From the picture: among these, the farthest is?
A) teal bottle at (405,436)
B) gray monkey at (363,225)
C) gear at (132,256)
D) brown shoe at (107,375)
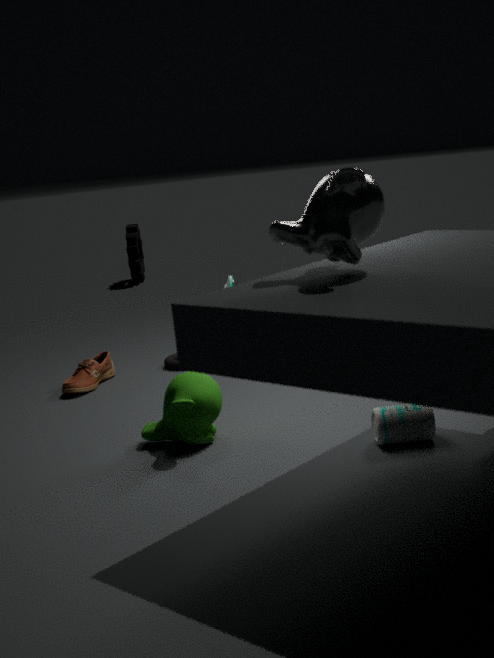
gear at (132,256)
